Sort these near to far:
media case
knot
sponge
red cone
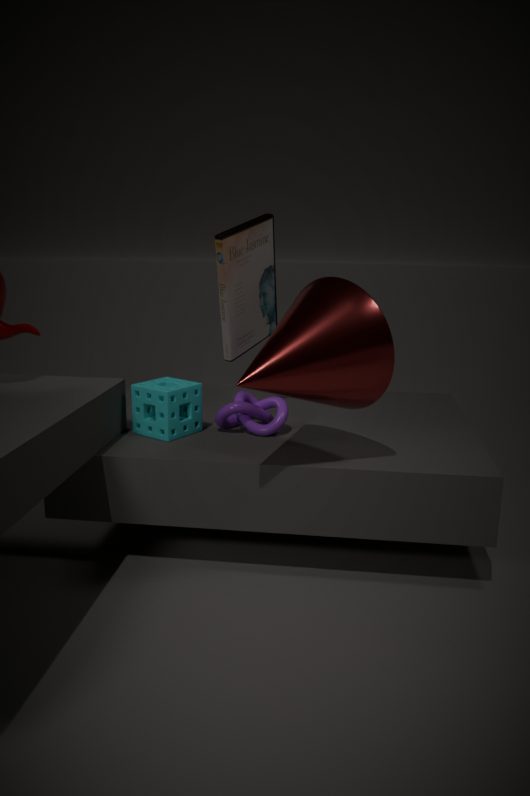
red cone < sponge < media case < knot
